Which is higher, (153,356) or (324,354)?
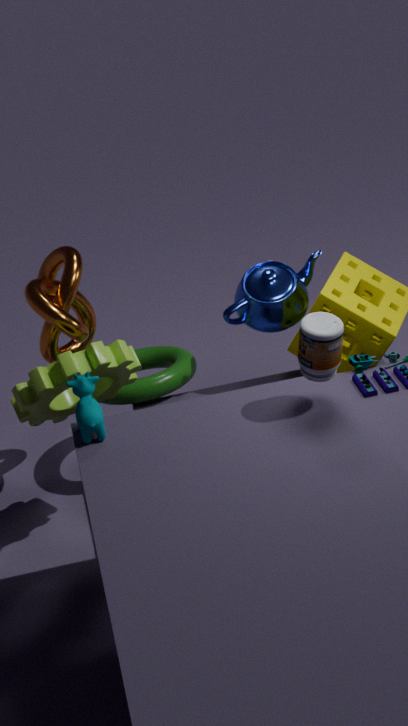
(324,354)
